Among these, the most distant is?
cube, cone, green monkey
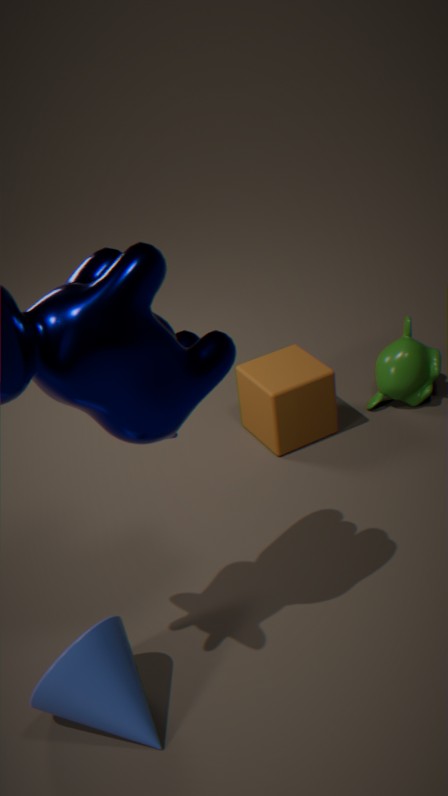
green monkey
